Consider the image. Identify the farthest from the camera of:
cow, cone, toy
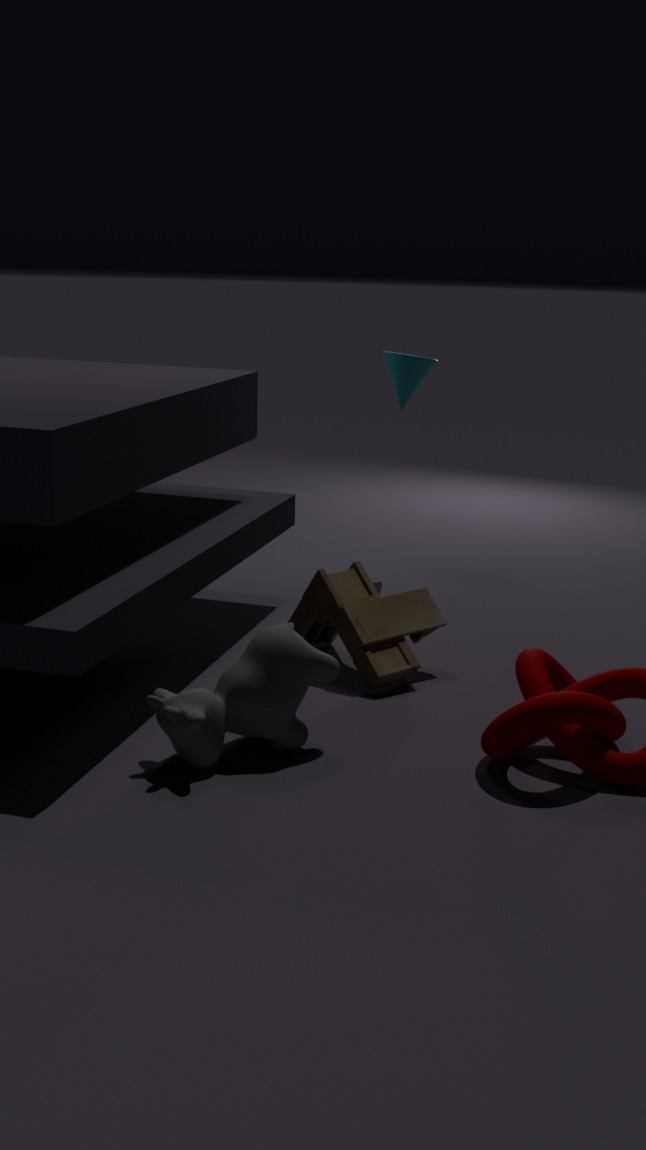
cone
